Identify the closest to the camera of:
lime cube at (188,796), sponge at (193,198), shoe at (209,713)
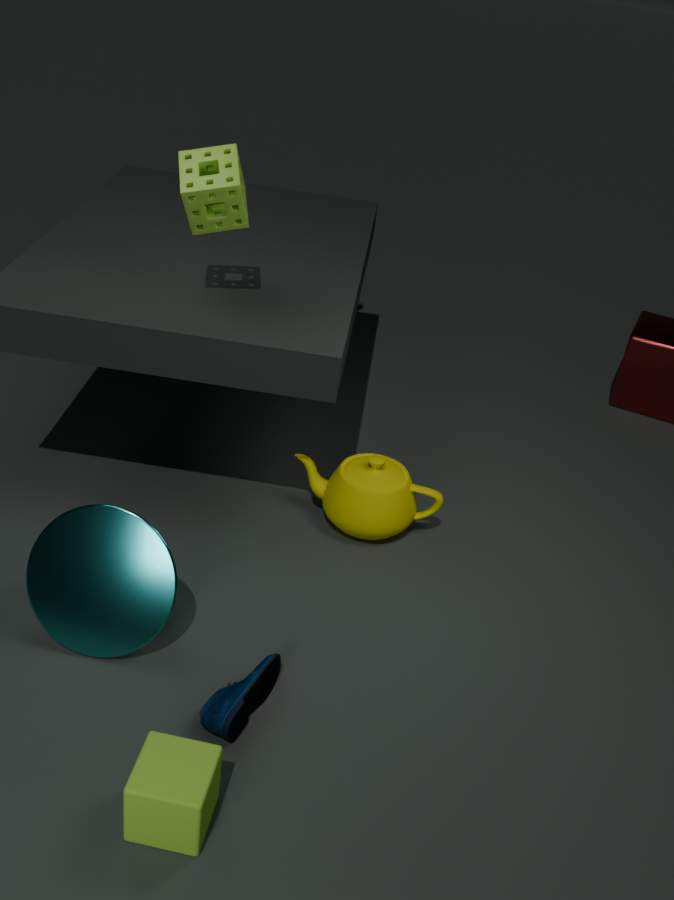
lime cube at (188,796)
